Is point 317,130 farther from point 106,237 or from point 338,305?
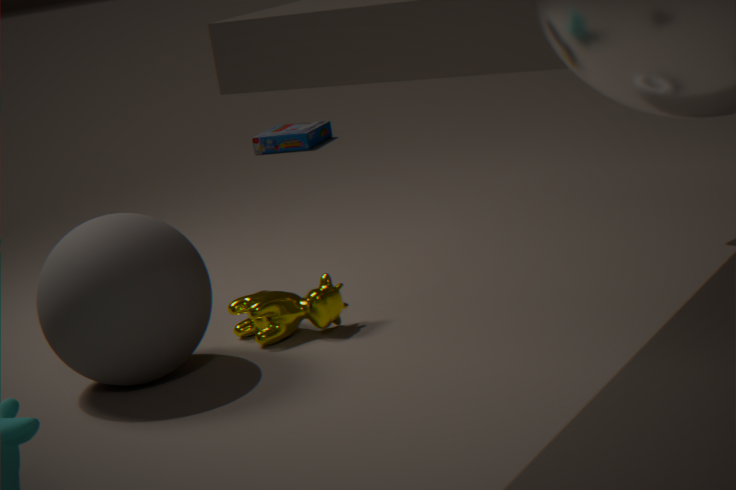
point 106,237
